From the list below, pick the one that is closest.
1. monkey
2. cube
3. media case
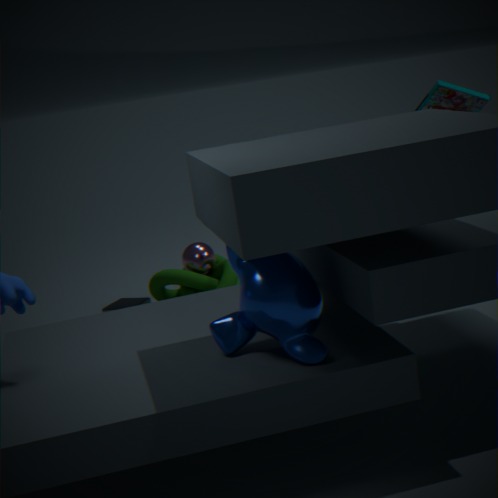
monkey
